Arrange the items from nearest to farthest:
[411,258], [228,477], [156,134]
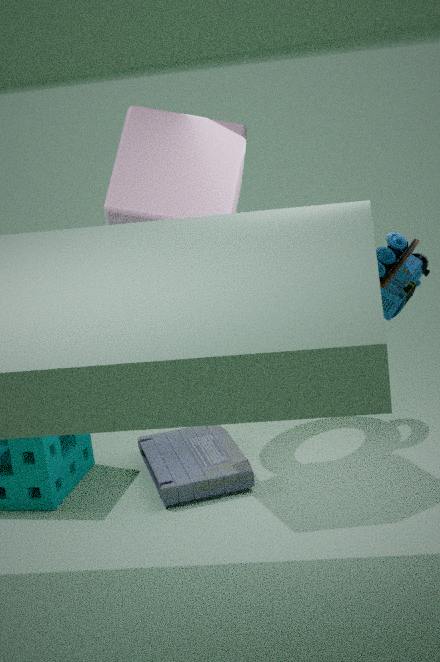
1. [411,258]
2. [156,134]
3. [228,477]
